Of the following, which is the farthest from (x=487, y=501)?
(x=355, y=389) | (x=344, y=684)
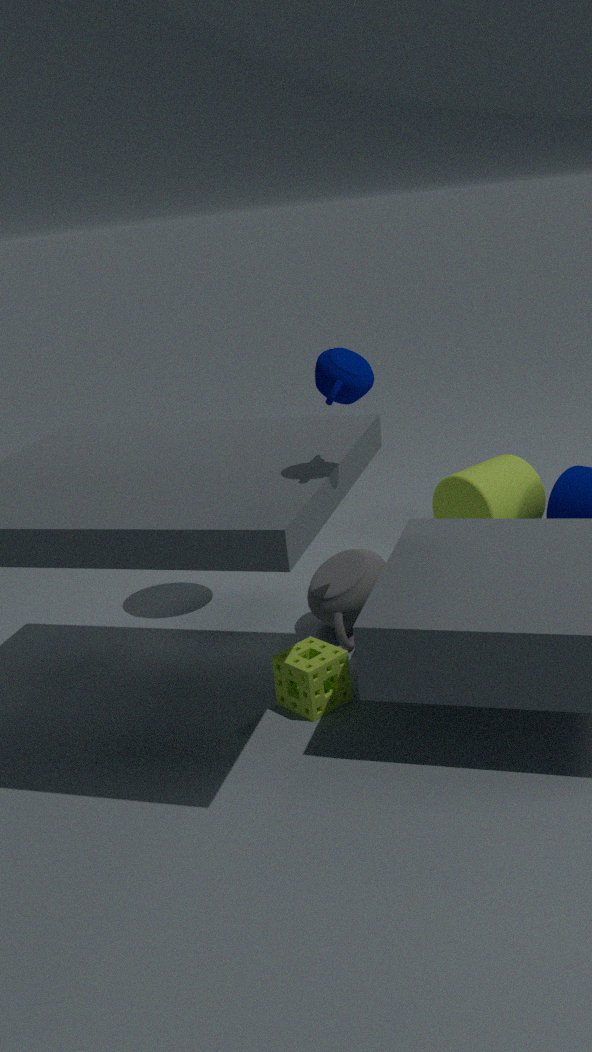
(x=355, y=389)
